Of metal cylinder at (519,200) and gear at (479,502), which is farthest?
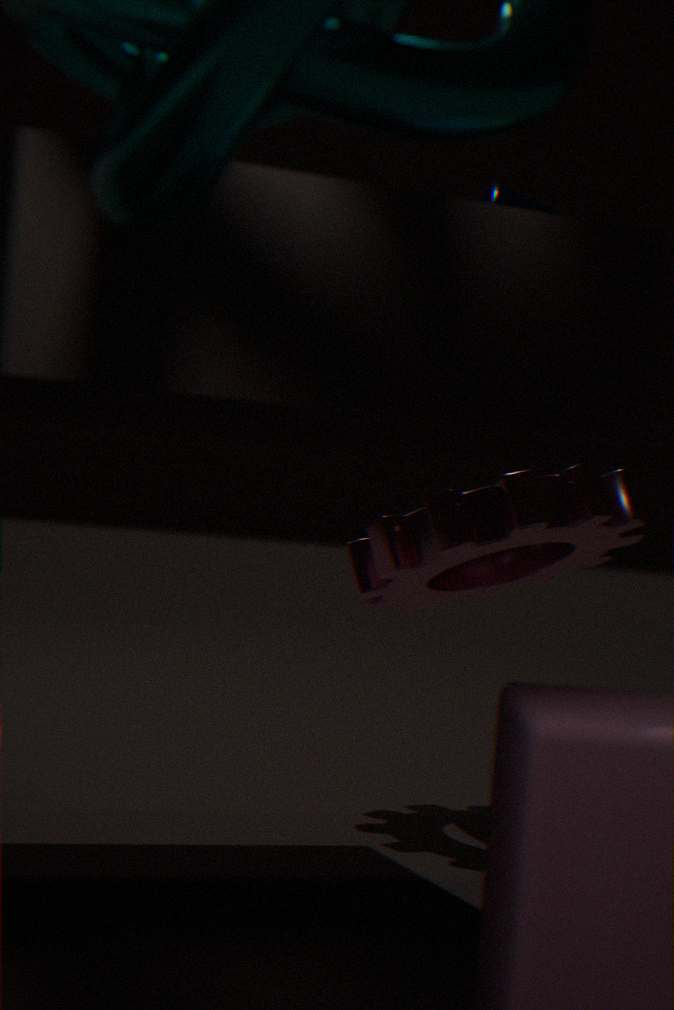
metal cylinder at (519,200)
